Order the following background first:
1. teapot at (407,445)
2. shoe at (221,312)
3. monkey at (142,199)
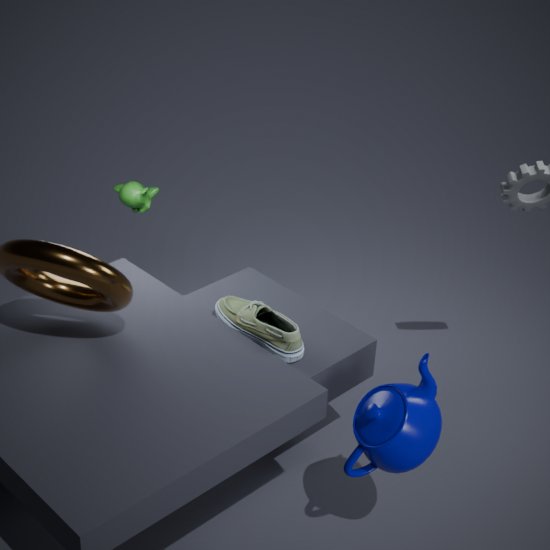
monkey at (142,199) < shoe at (221,312) < teapot at (407,445)
